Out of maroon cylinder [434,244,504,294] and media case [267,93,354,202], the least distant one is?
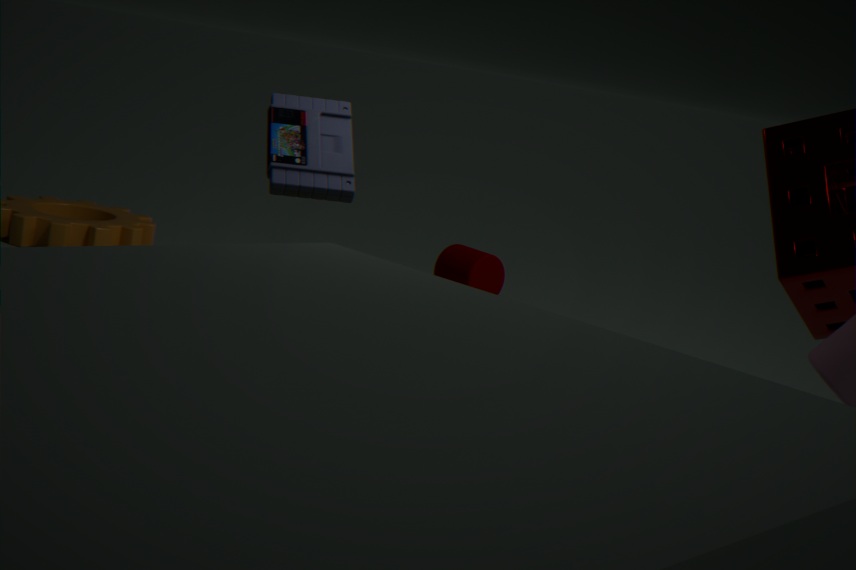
media case [267,93,354,202]
